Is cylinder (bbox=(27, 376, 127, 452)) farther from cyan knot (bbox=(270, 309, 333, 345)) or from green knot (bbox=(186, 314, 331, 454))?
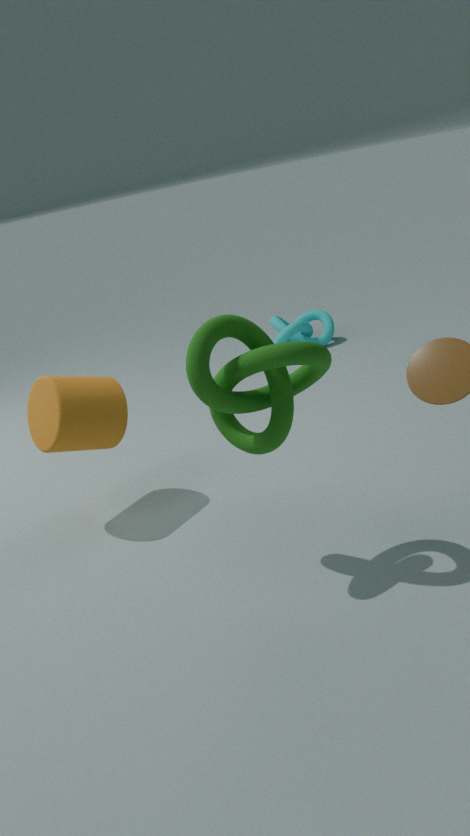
cyan knot (bbox=(270, 309, 333, 345))
